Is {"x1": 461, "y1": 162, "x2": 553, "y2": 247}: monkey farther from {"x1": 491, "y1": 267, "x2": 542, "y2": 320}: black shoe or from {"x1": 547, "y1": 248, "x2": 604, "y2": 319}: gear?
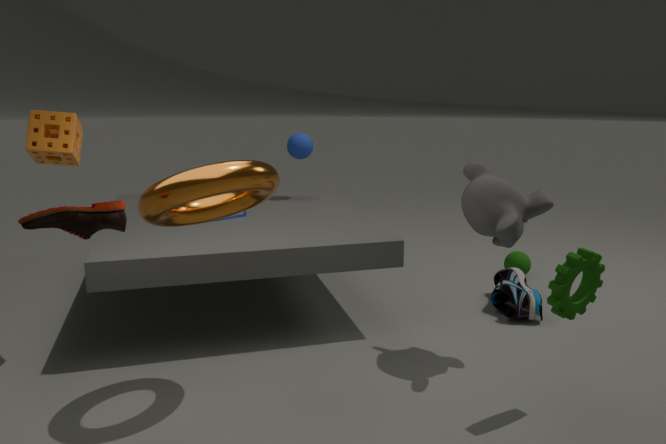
{"x1": 491, "y1": 267, "x2": 542, "y2": 320}: black shoe
